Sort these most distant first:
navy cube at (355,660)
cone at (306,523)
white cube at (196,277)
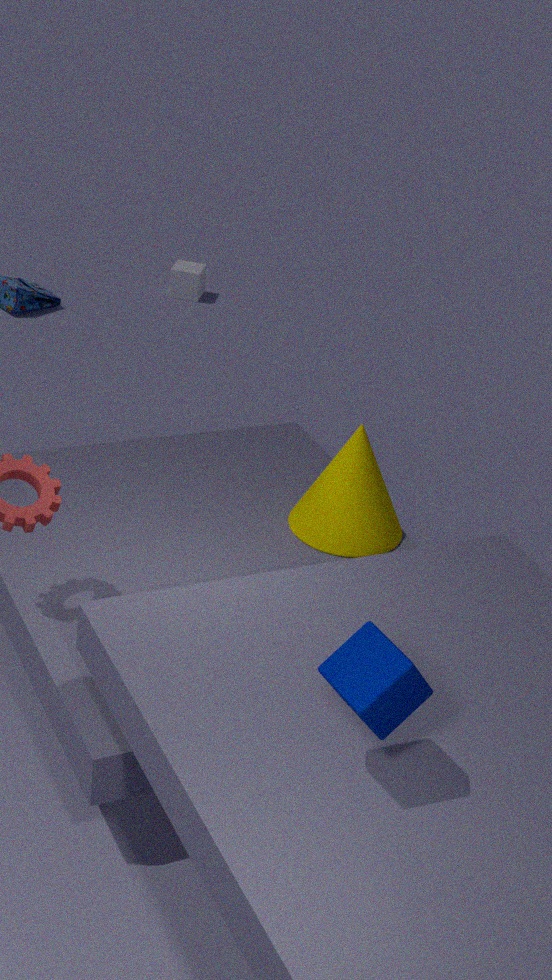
white cube at (196,277), cone at (306,523), navy cube at (355,660)
